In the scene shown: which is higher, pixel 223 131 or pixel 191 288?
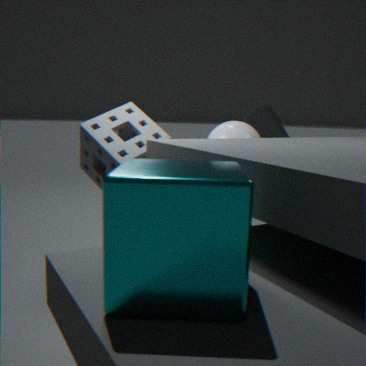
pixel 223 131
